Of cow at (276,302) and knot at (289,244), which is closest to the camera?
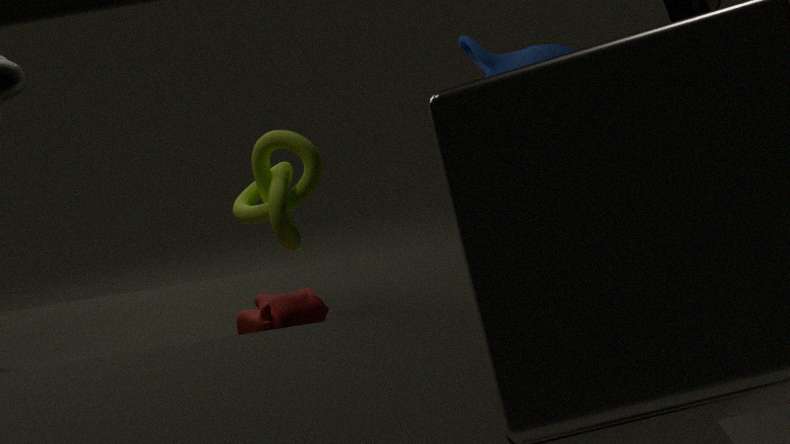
cow at (276,302)
